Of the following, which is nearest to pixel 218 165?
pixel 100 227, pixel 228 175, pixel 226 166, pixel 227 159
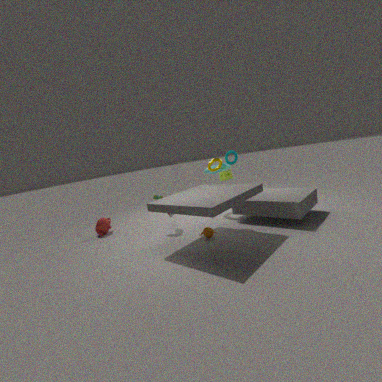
pixel 228 175
